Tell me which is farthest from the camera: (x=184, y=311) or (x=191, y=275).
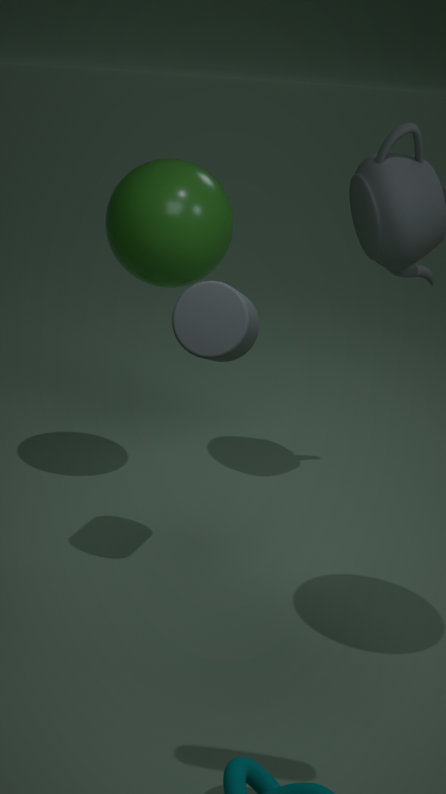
(x=191, y=275)
